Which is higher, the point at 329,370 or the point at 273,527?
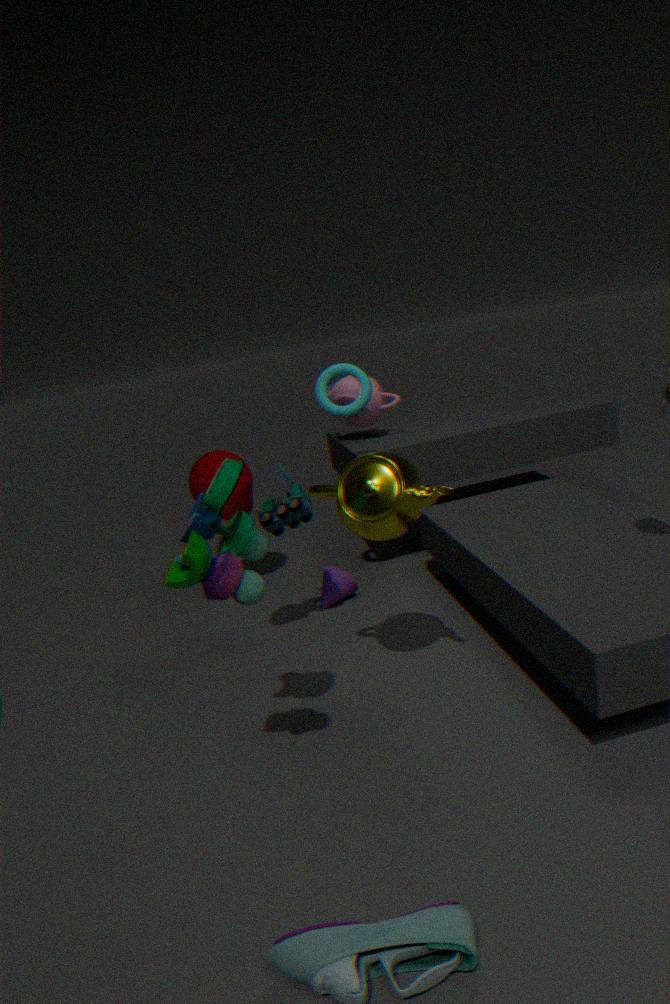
the point at 329,370
